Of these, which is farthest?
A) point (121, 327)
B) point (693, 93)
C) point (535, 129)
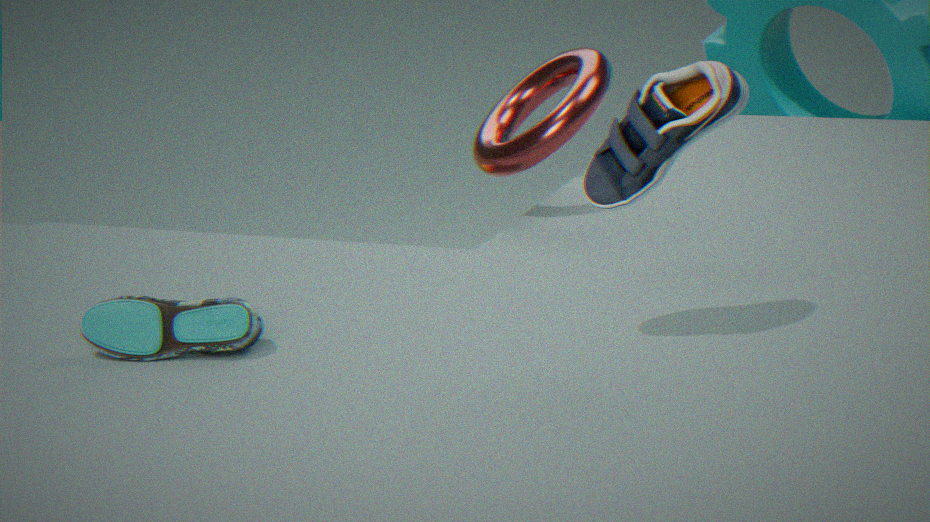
point (535, 129)
